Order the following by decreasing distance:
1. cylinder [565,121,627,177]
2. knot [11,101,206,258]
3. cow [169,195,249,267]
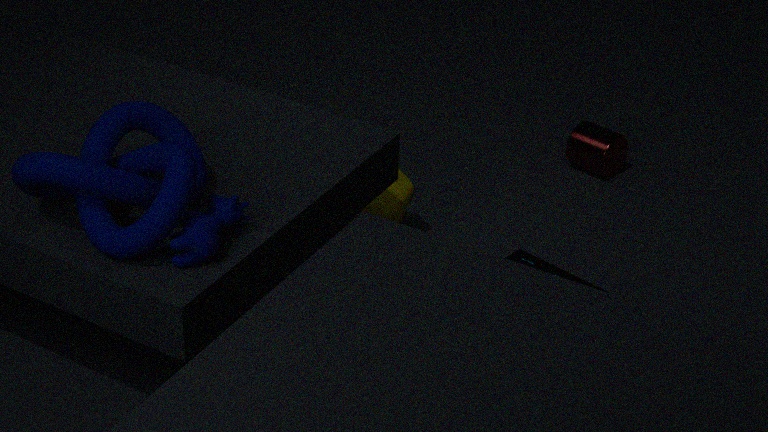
cylinder [565,121,627,177]
cow [169,195,249,267]
knot [11,101,206,258]
